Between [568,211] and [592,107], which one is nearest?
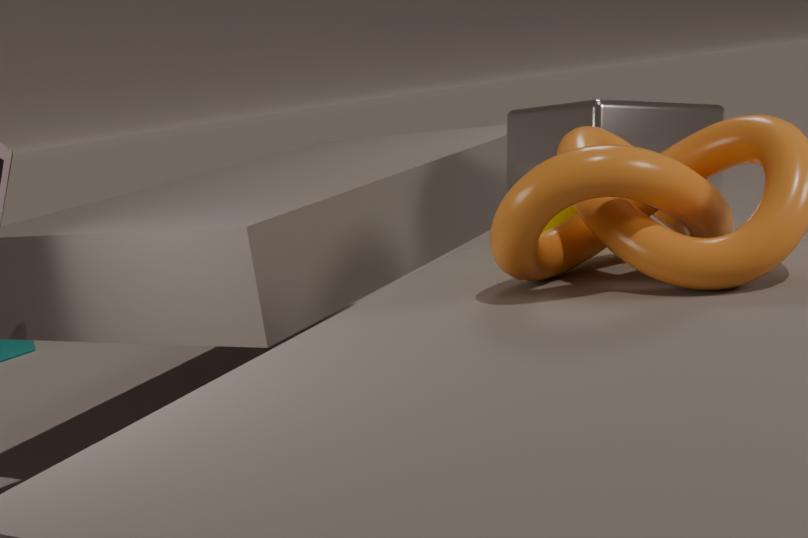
[568,211]
